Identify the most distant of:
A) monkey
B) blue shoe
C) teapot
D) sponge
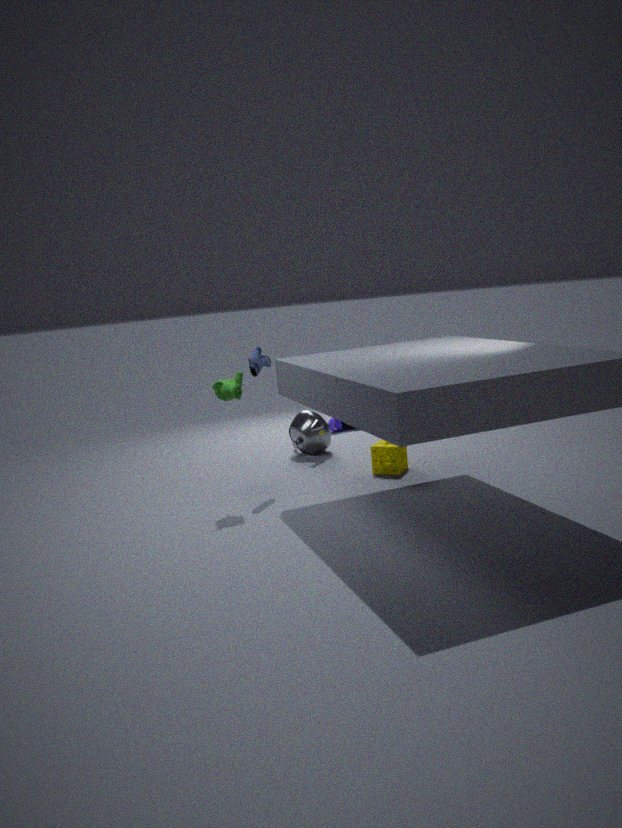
teapot
